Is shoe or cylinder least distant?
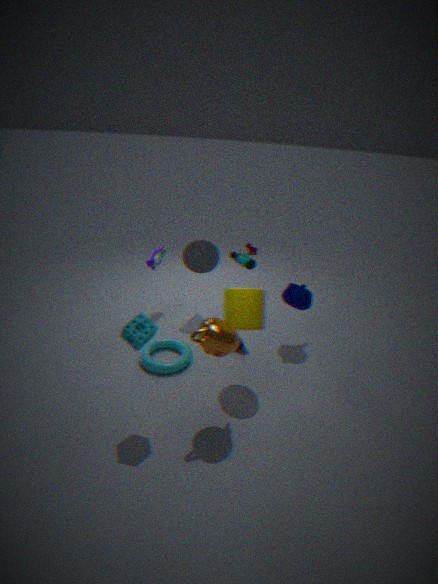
cylinder
